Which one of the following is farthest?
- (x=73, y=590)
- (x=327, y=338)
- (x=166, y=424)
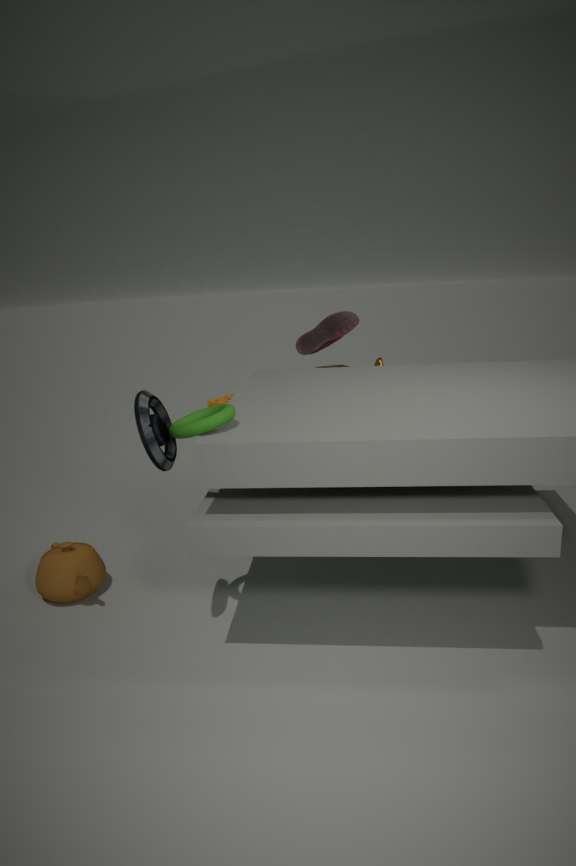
(x=327, y=338)
